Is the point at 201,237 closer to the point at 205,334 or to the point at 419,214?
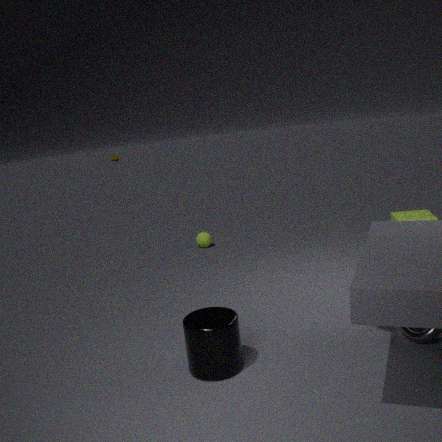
the point at 419,214
